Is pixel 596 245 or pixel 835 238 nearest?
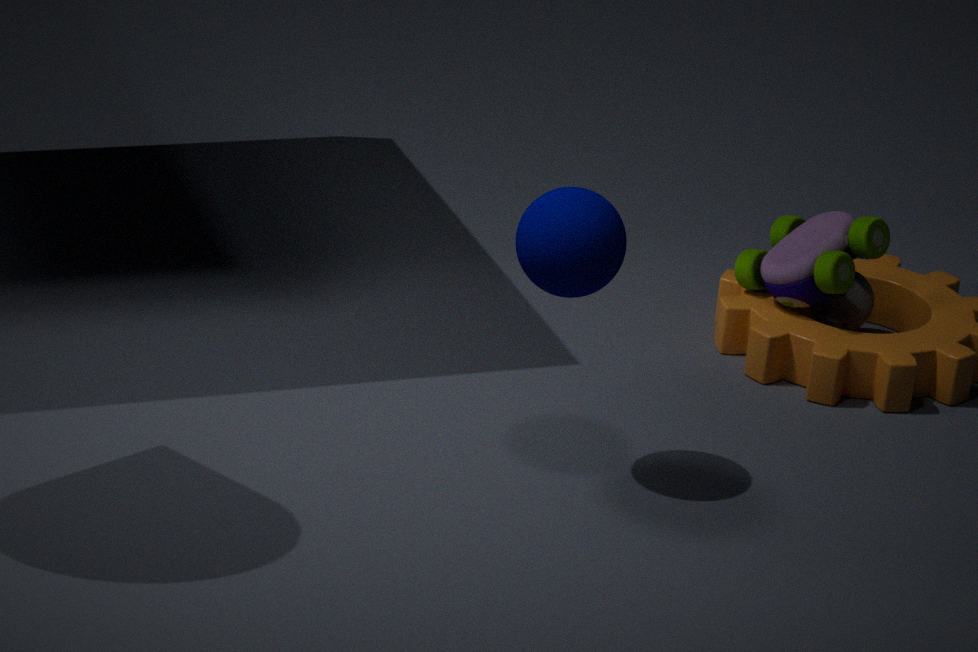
pixel 596 245
